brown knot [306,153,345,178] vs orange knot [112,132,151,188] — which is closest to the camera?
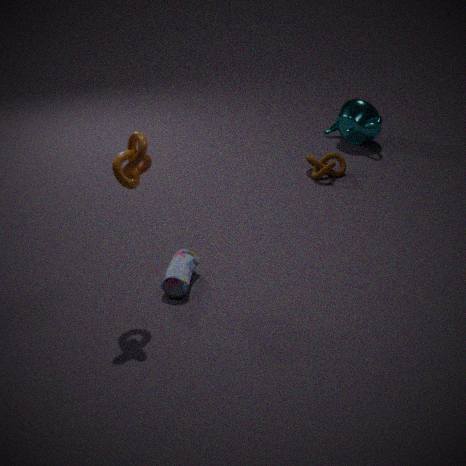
orange knot [112,132,151,188]
